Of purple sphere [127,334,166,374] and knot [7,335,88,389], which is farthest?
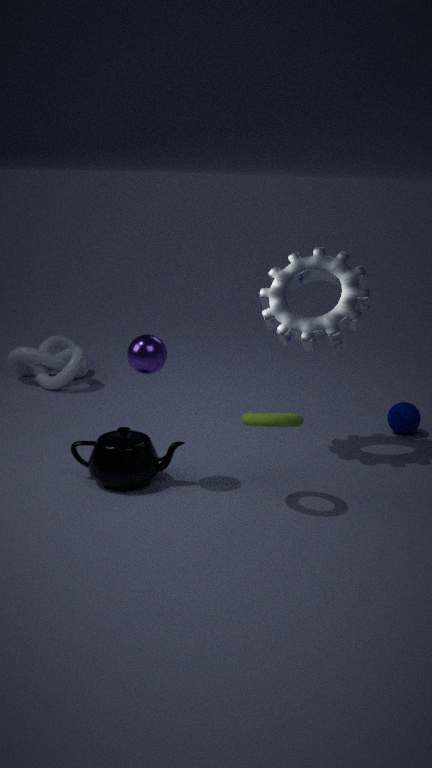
knot [7,335,88,389]
